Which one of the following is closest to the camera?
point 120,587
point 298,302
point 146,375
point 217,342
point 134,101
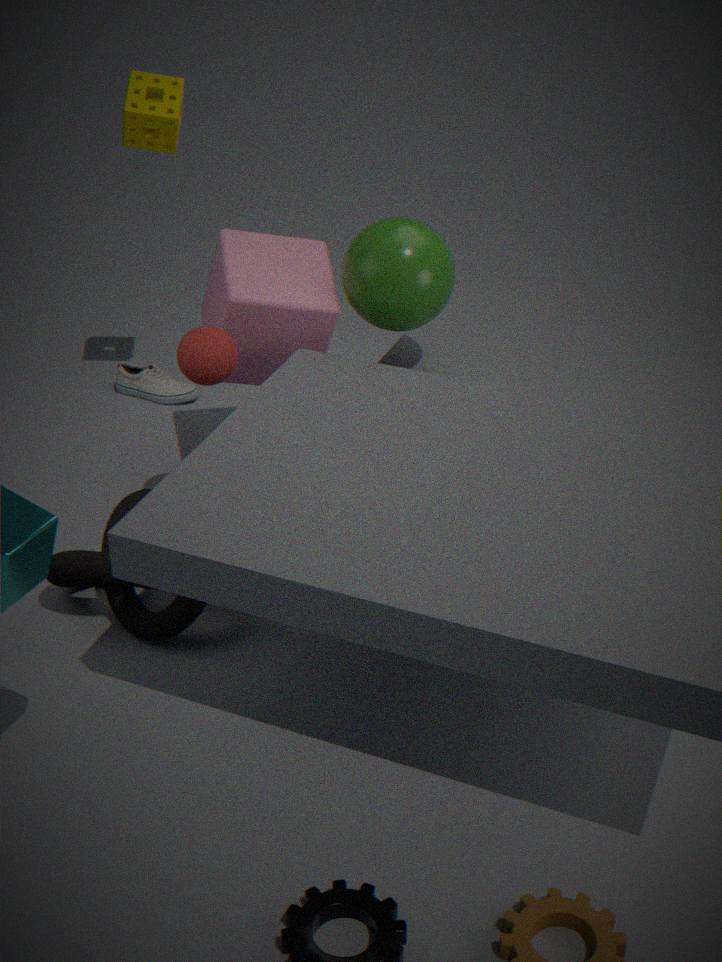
point 120,587
